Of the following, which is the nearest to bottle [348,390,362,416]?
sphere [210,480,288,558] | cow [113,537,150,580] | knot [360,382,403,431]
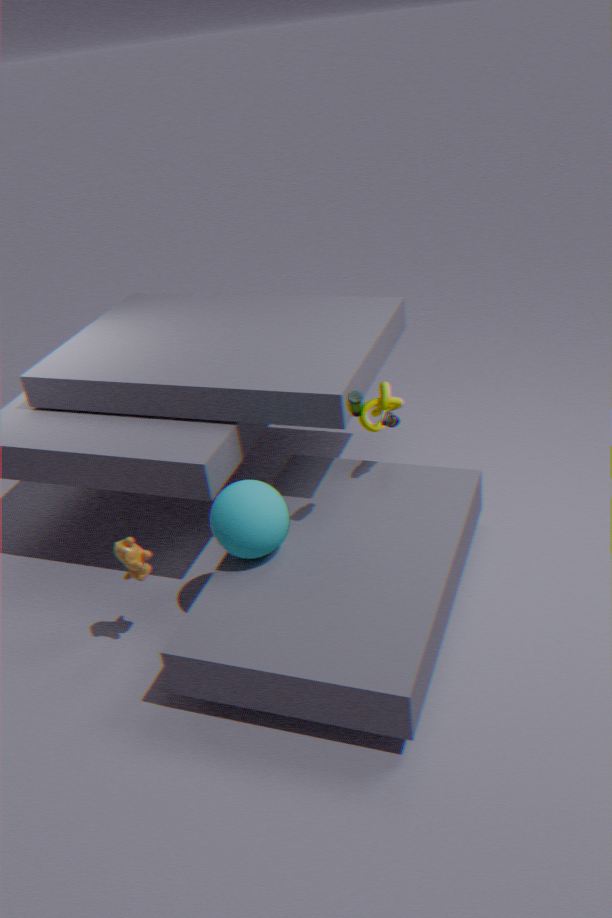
sphere [210,480,288,558]
